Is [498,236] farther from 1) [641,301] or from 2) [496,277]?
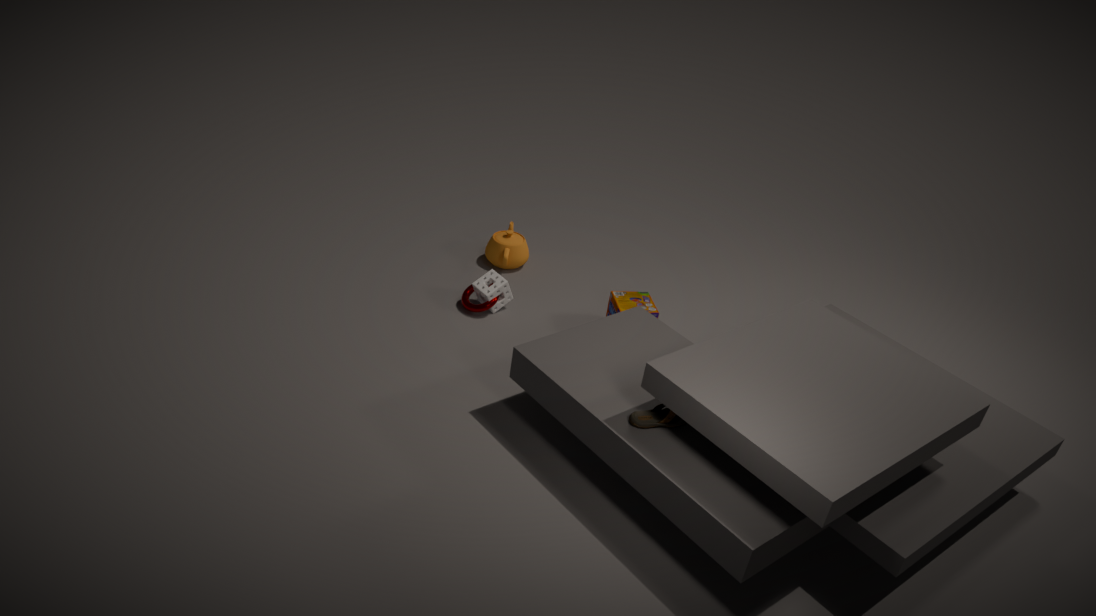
1) [641,301]
